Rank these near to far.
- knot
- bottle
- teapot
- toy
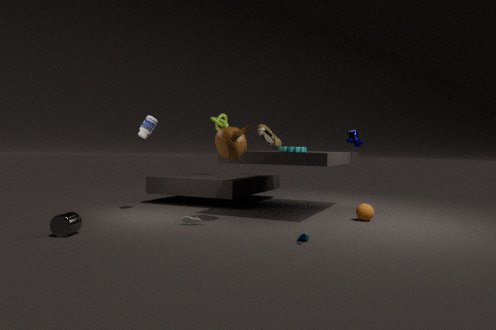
1. toy
2. teapot
3. bottle
4. knot
